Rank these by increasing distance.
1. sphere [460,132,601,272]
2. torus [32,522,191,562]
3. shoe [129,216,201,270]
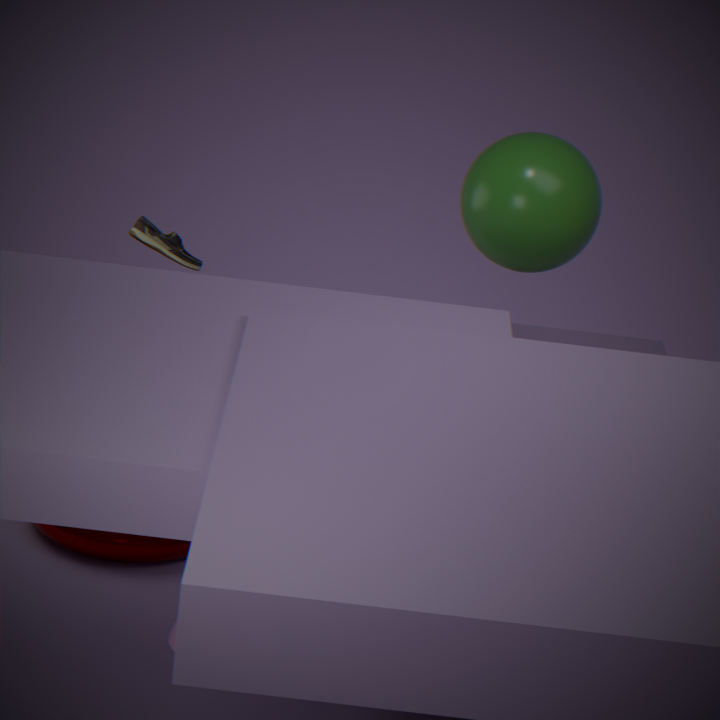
sphere [460,132,601,272]
torus [32,522,191,562]
shoe [129,216,201,270]
